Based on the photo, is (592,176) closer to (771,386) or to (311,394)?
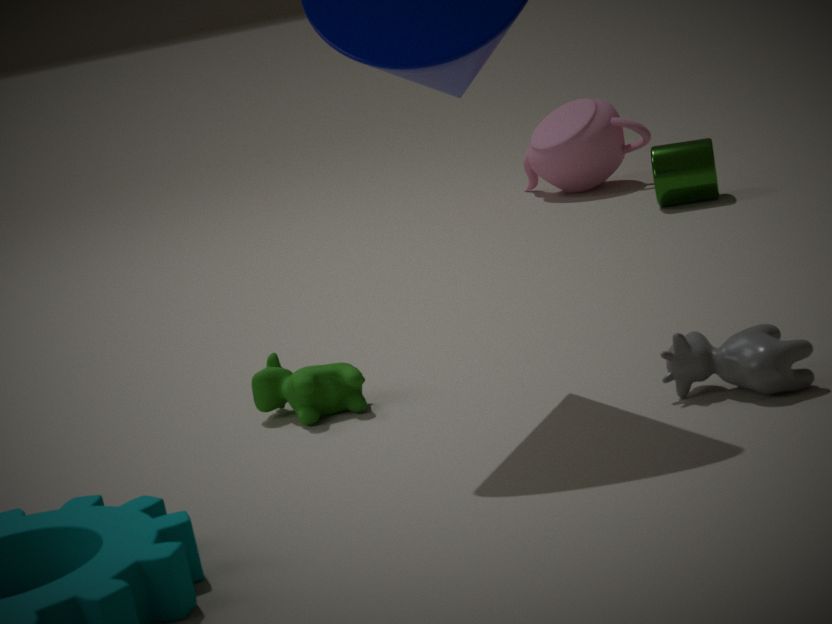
(311,394)
